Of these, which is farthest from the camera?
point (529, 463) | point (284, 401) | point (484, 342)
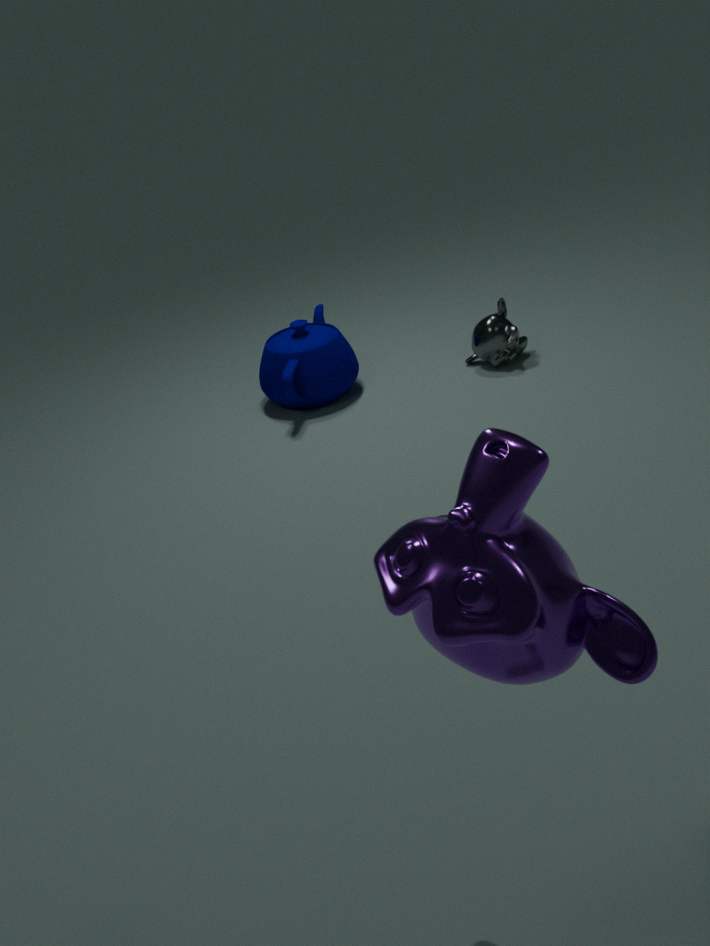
point (484, 342)
